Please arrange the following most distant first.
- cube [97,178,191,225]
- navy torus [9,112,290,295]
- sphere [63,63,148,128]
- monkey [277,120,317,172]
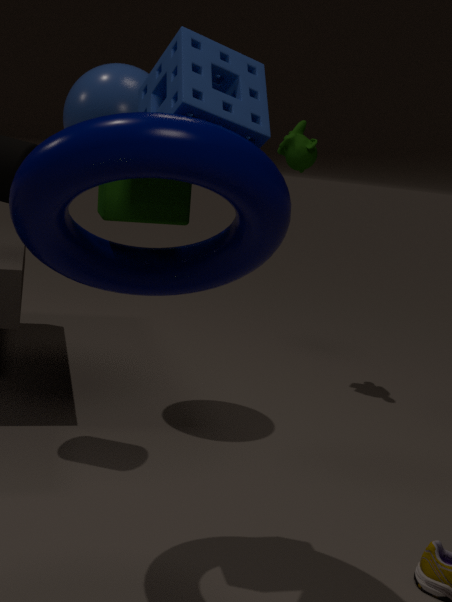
monkey [277,120,317,172] < sphere [63,63,148,128] < cube [97,178,191,225] < navy torus [9,112,290,295]
